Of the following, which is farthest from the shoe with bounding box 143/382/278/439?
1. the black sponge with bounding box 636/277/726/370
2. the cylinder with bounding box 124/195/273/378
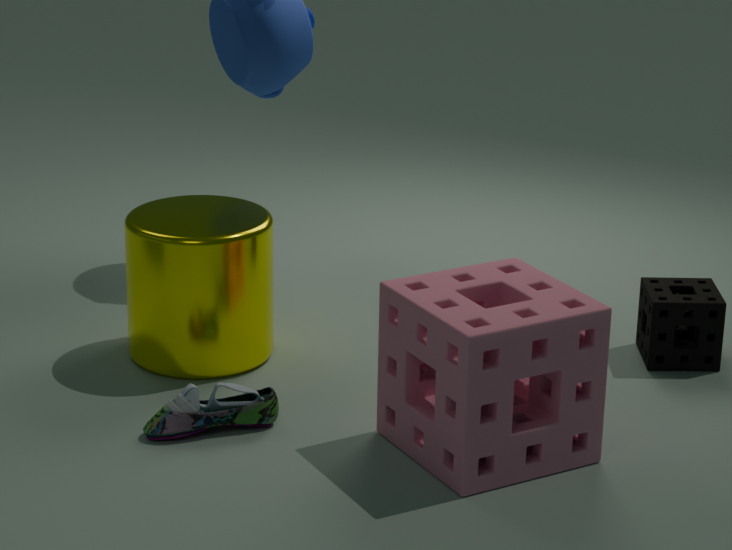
the black sponge with bounding box 636/277/726/370
